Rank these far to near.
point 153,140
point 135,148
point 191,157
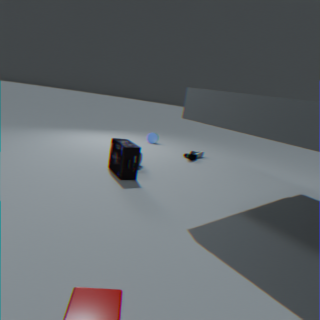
point 153,140, point 191,157, point 135,148
